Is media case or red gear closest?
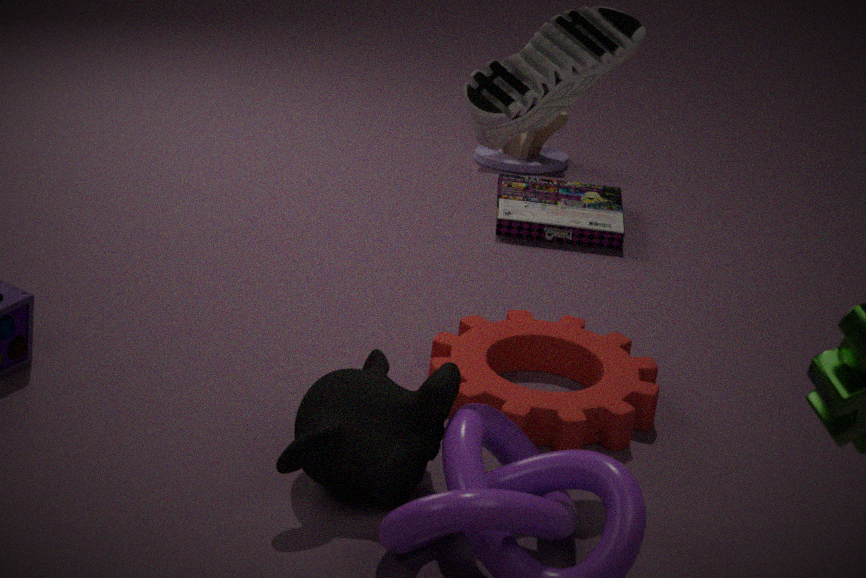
red gear
